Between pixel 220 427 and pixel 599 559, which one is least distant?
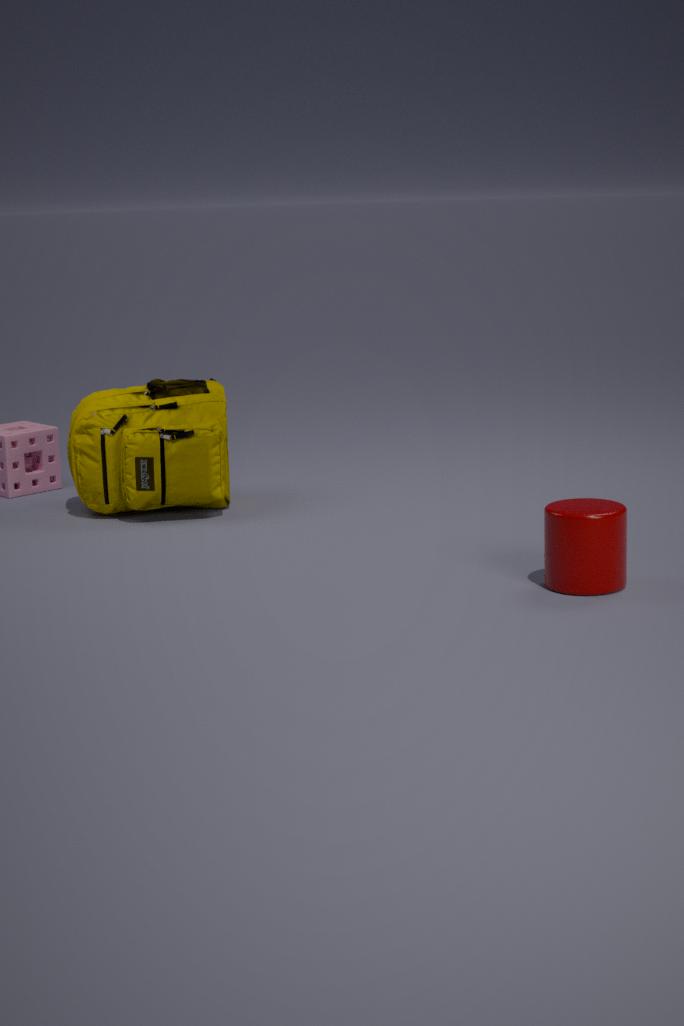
pixel 599 559
